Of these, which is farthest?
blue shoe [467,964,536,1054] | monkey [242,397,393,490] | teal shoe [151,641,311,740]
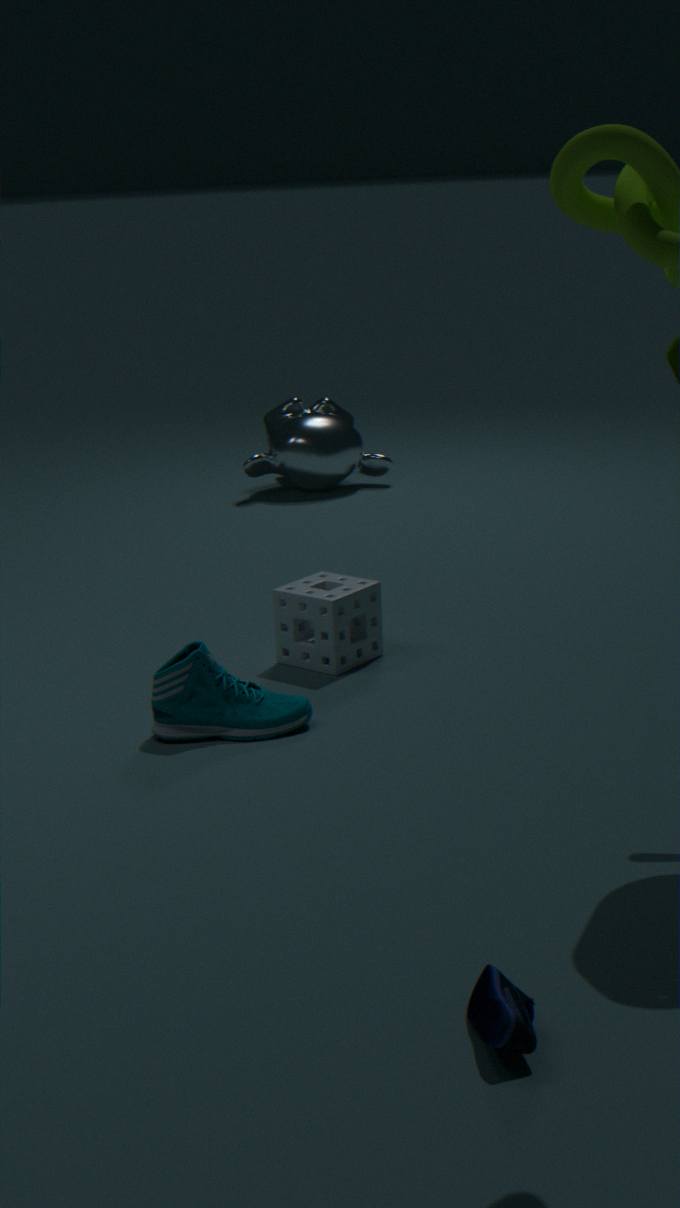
monkey [242,397,393,490]
